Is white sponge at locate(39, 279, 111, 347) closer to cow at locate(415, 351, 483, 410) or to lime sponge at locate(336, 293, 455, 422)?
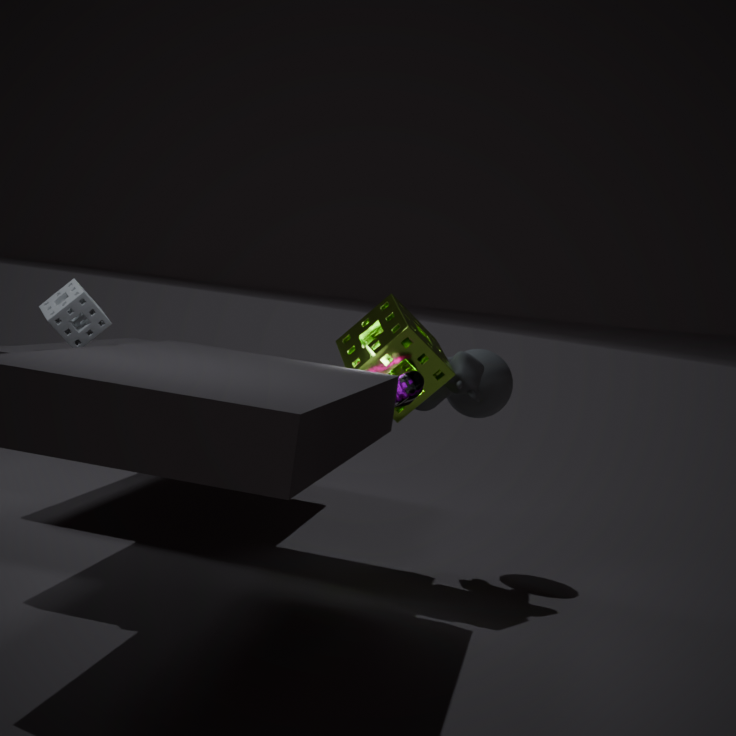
lime sponge at locate(336, 293, 455, 422)
